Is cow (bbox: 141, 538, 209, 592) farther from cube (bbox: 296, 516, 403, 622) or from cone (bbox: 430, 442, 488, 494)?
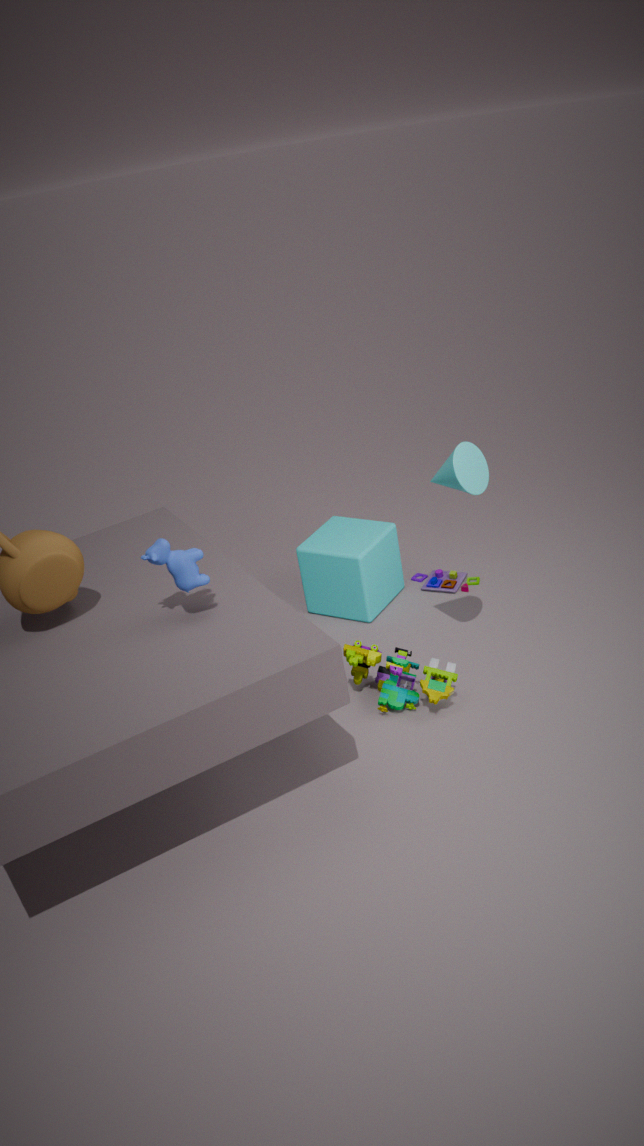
cube (bbox: 296, 516, 403, 622)
